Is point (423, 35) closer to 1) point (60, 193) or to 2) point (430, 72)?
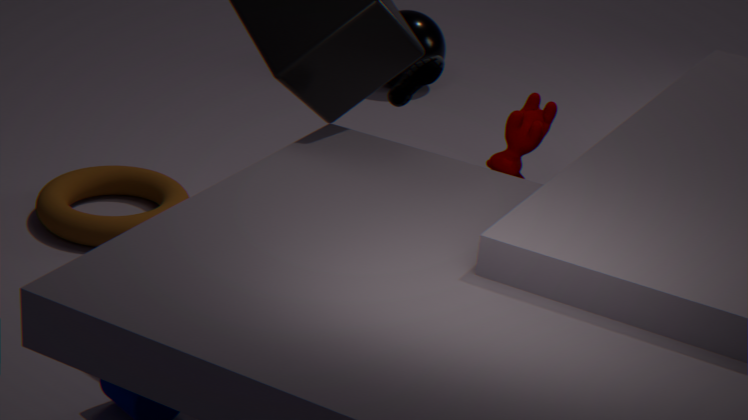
2) point (430, 72)
